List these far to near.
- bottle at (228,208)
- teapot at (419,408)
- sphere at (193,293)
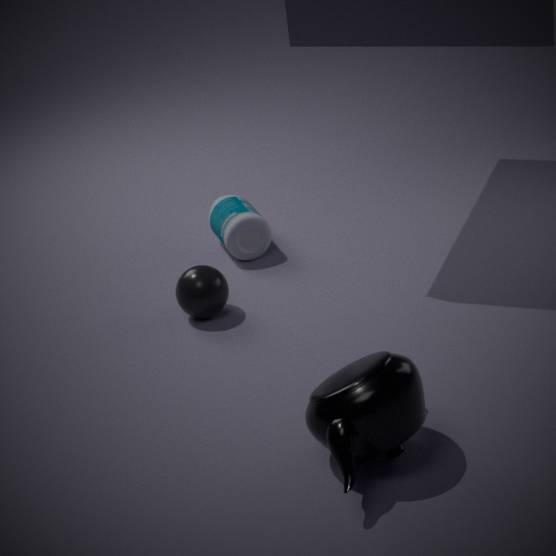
bottle at (228,208), sphere at (193,293), teapot at (419,408)
